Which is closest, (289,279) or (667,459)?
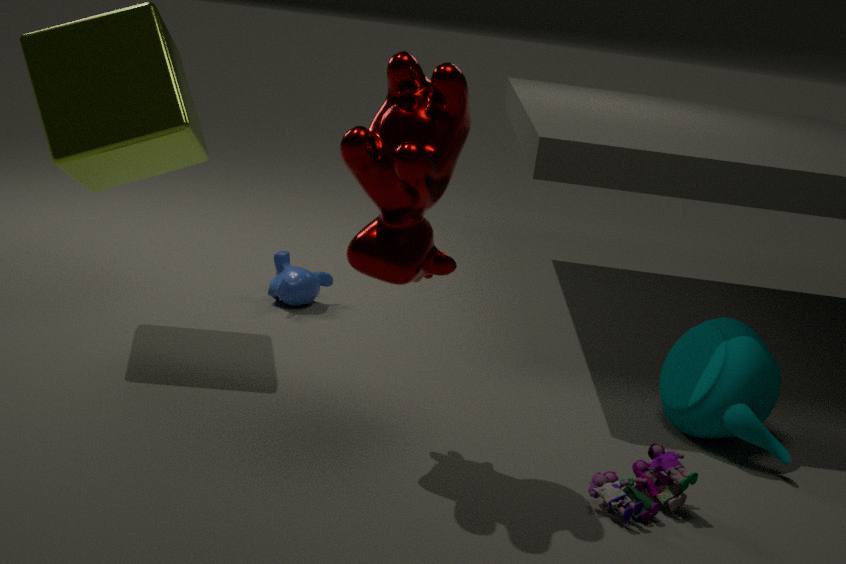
(667,459)
